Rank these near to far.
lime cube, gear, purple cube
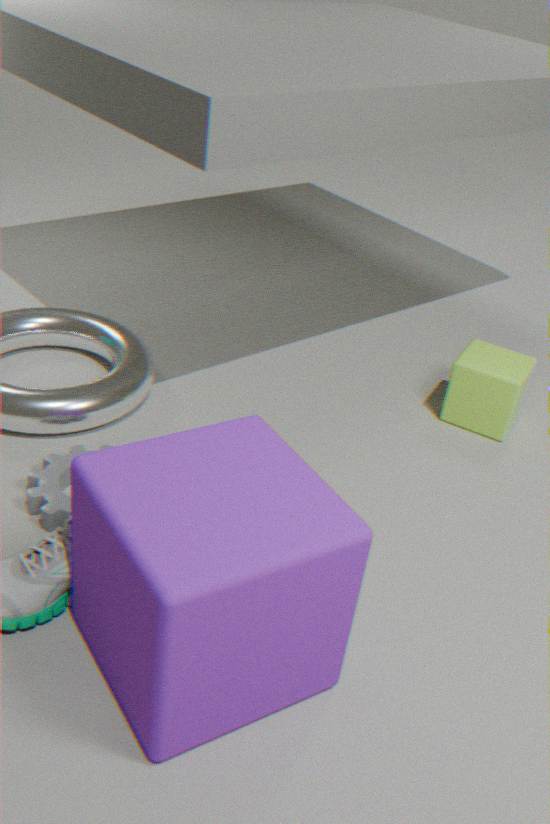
purple cube, gear, lime cube
